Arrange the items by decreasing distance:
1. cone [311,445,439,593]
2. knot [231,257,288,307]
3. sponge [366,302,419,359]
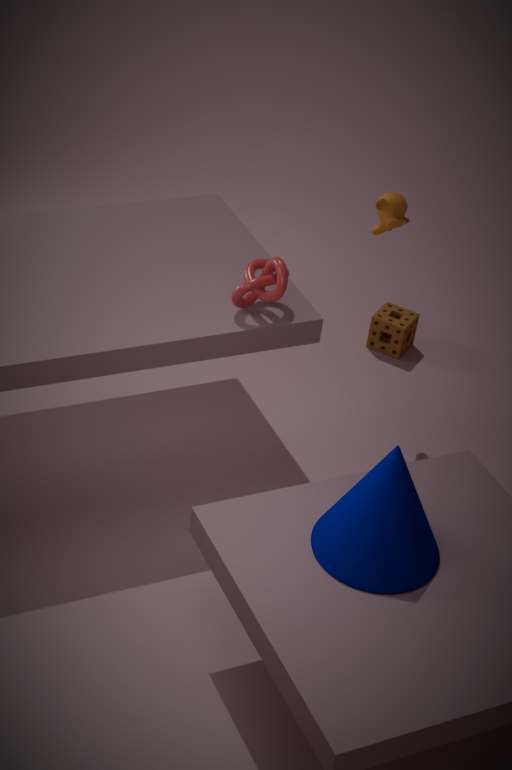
sponge [366,302,419,359]
knot [231,257,288,307]
cone [311,445,439,593]
